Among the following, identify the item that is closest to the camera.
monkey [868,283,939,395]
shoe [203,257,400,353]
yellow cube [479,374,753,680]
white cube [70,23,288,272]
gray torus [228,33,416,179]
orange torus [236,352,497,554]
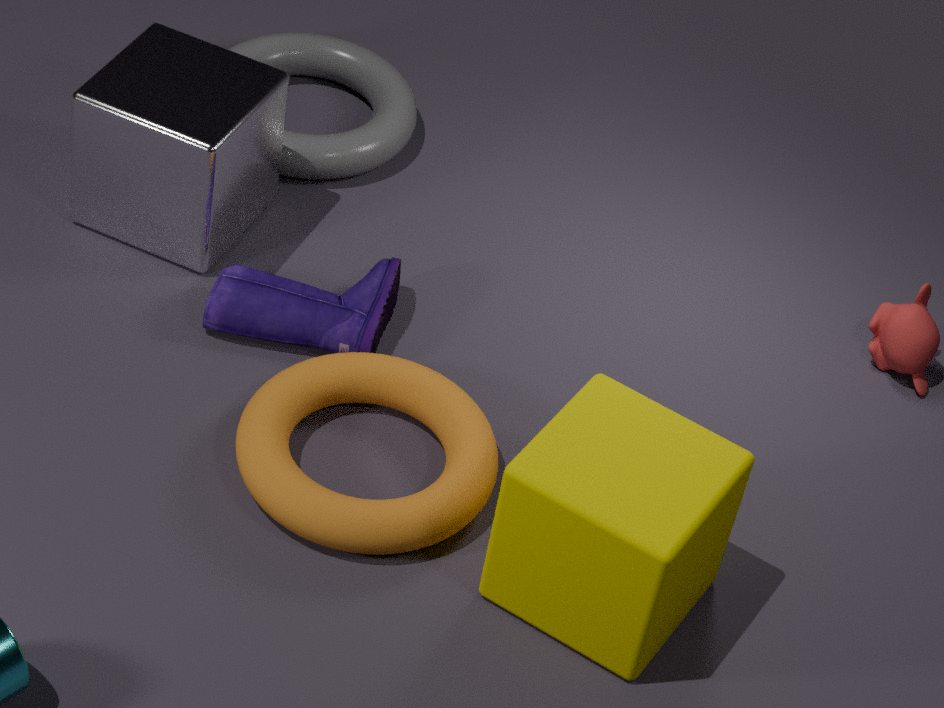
yellow cube [479,374,753,680]
